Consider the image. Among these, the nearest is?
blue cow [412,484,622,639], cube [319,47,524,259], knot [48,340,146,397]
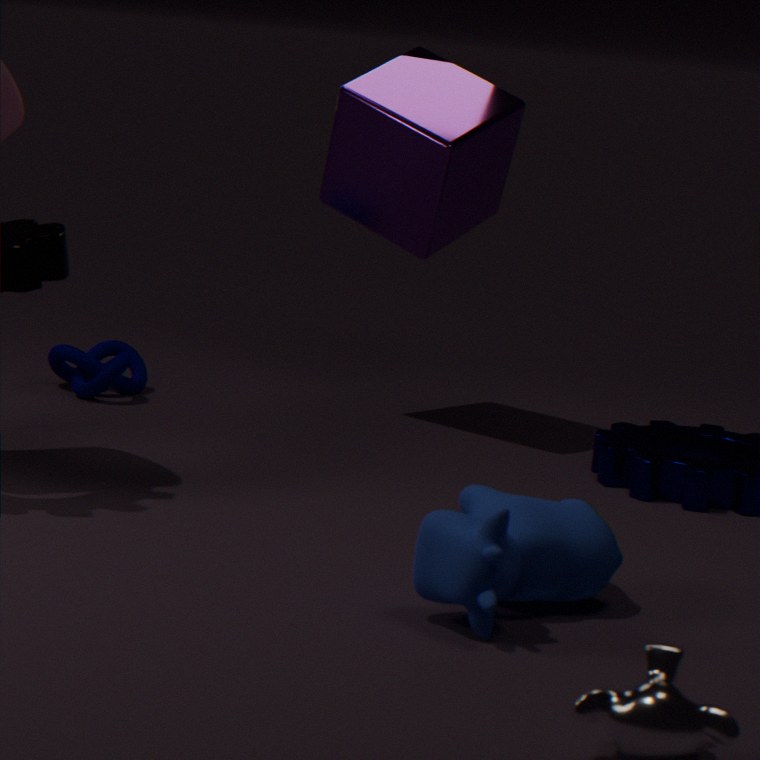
blue cow [412,484,622,639]
